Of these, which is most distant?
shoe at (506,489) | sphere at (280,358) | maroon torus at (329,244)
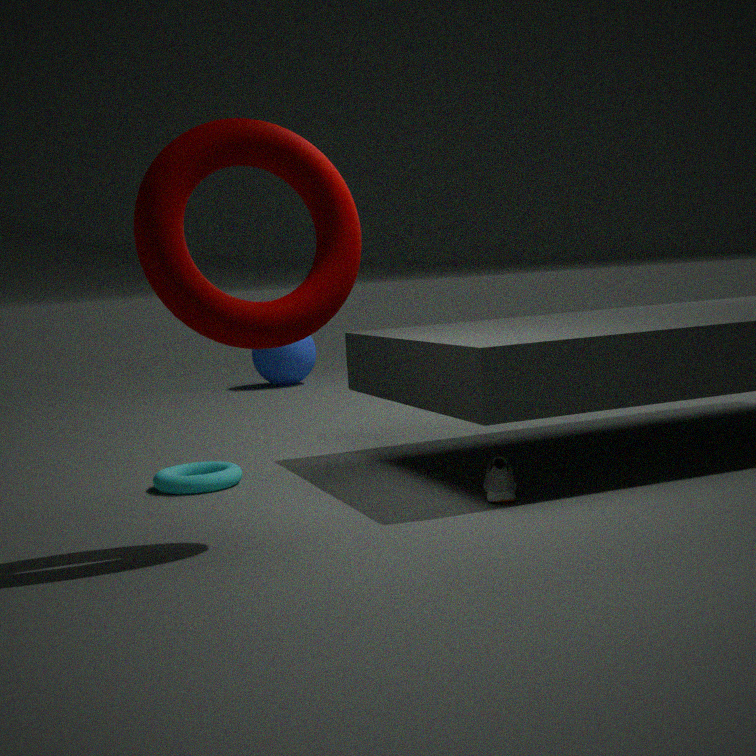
sphere at (280,358)
